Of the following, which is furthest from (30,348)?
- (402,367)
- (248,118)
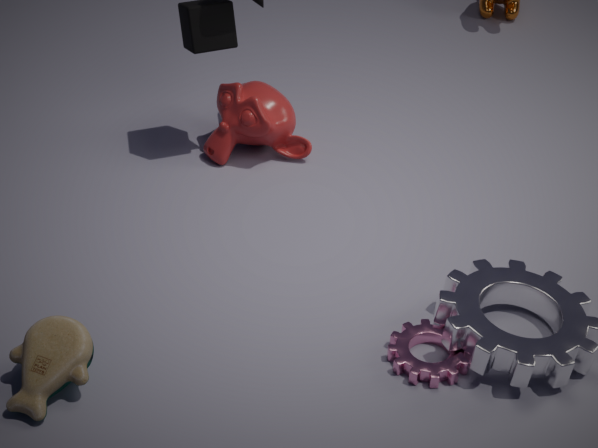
(248,118)
